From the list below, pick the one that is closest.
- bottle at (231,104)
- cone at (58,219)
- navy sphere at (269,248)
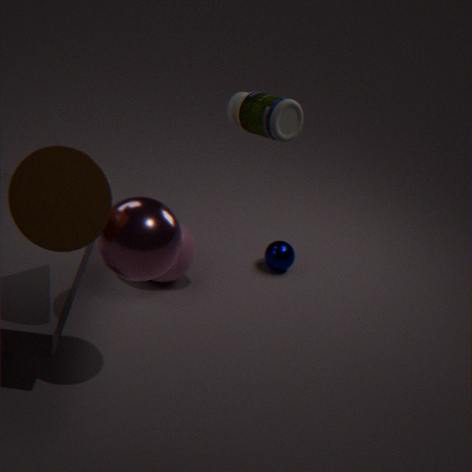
cone at (58,219)
